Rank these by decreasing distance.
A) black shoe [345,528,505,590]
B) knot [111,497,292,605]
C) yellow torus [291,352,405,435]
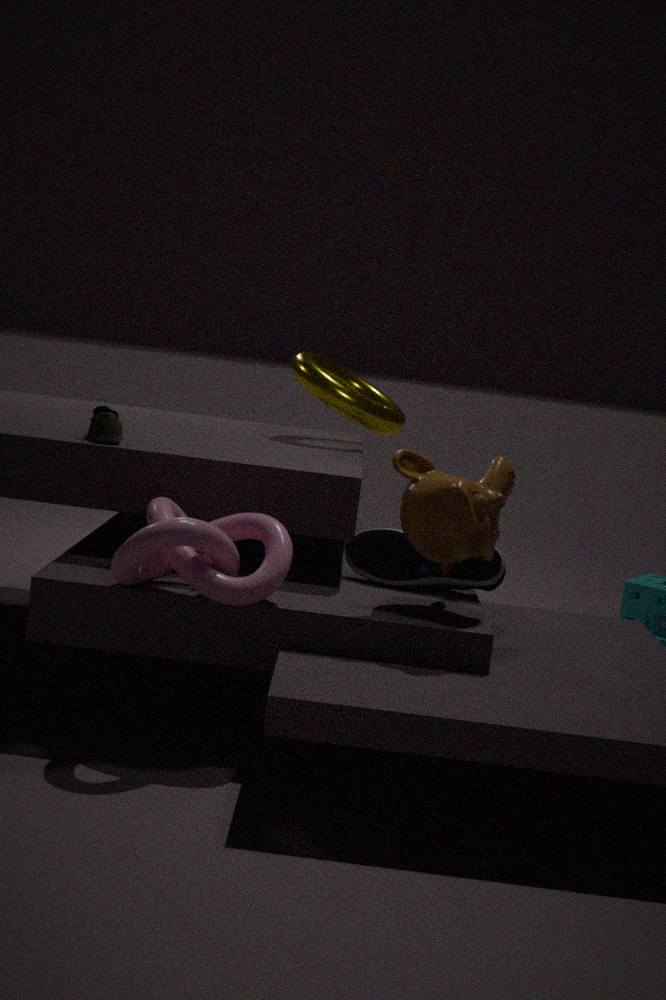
yellow torus [291,352,405,435]
black shoe [345,528,505,590]
knot [111,497,292,605]
